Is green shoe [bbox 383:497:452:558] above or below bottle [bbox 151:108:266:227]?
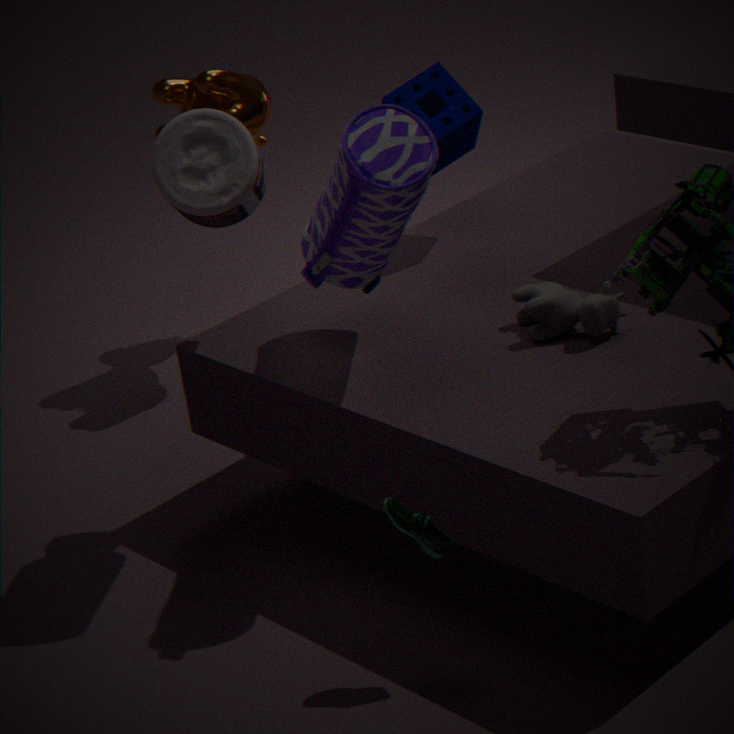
below
